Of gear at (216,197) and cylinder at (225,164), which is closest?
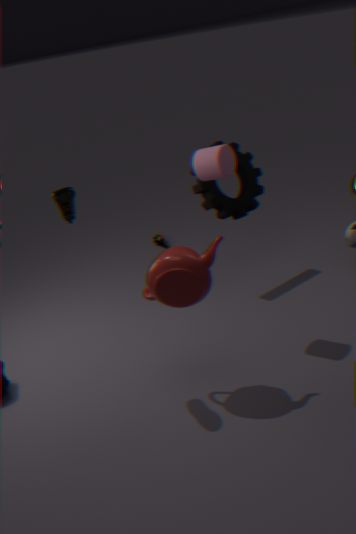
cylinder at (225,164)
